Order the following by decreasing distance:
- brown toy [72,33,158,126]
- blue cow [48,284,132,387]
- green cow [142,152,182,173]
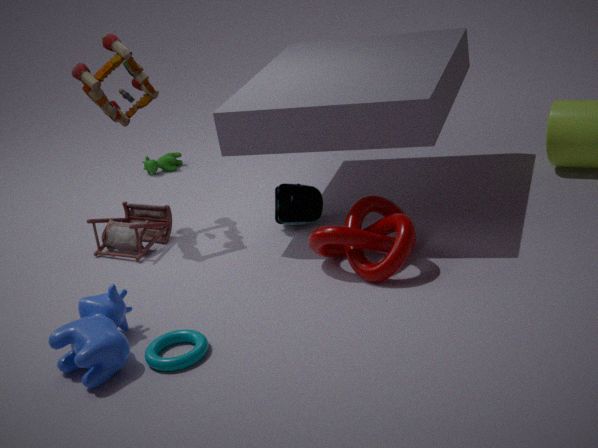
green cow [142,152,182,173], brown toy [72,33,158,126], blue cow [48,284,132,387]
